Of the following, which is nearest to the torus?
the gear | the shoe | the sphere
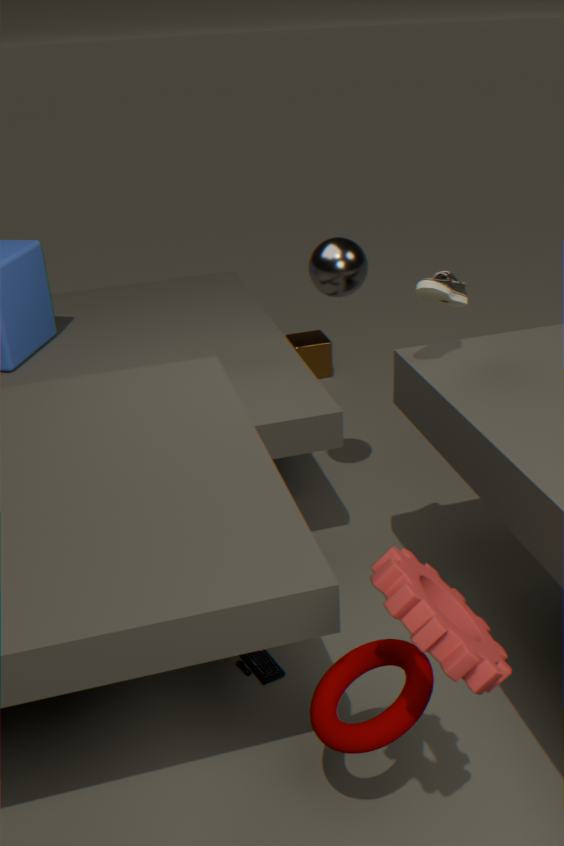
the gear
